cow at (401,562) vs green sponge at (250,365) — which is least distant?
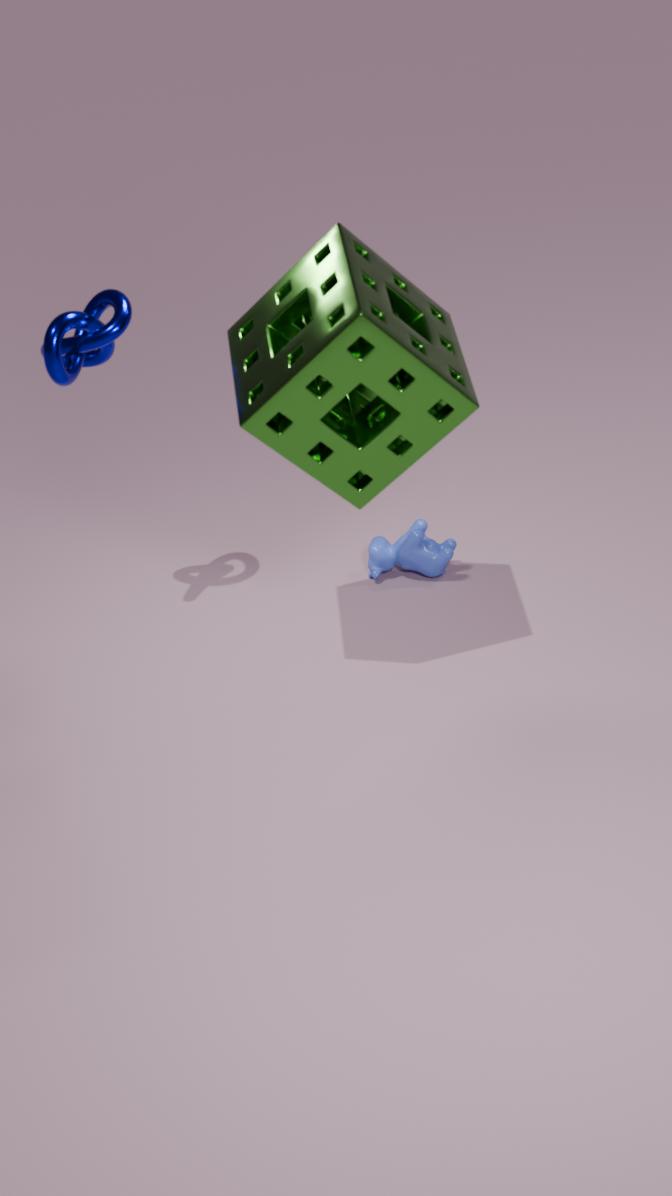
green sponge at (250,365)
